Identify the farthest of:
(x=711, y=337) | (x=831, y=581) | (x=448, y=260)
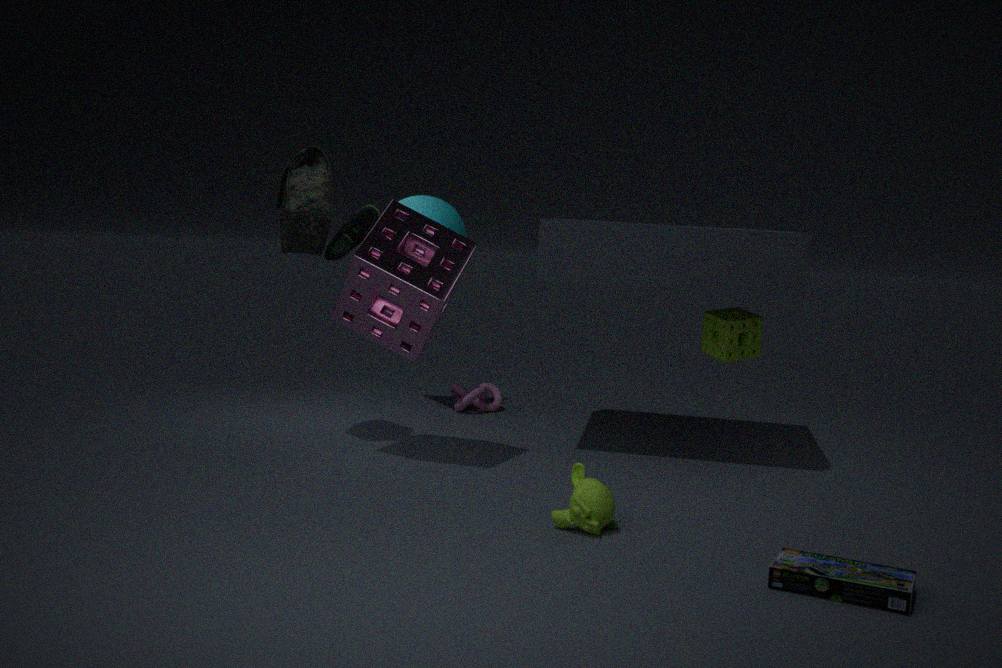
(x=711, y=337)
